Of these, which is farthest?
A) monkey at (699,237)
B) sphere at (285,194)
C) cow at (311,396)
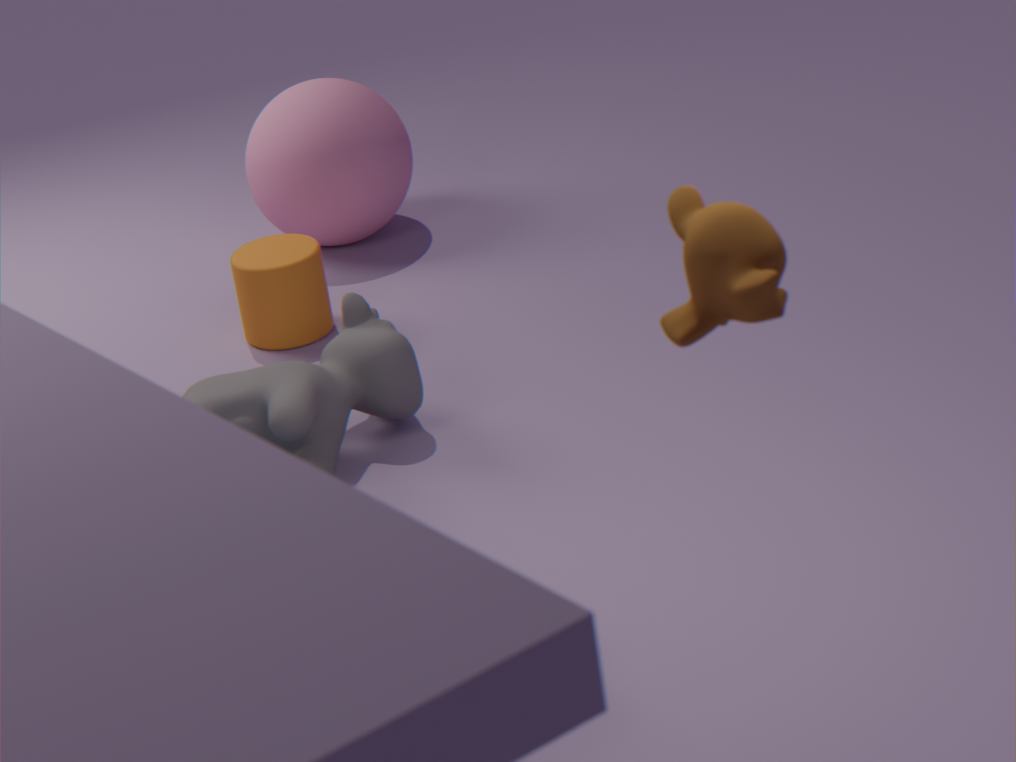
sphere at (285,194)
